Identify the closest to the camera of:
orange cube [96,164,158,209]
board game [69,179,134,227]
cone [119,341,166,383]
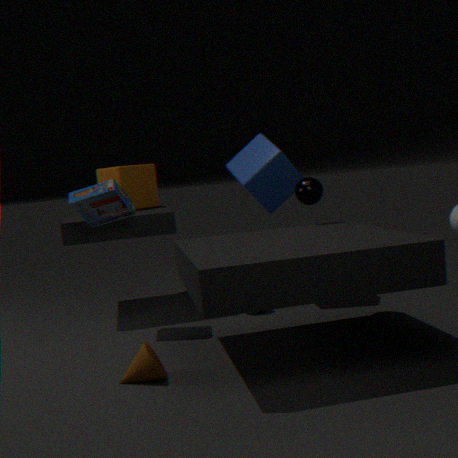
cone [119,341,166,383]
